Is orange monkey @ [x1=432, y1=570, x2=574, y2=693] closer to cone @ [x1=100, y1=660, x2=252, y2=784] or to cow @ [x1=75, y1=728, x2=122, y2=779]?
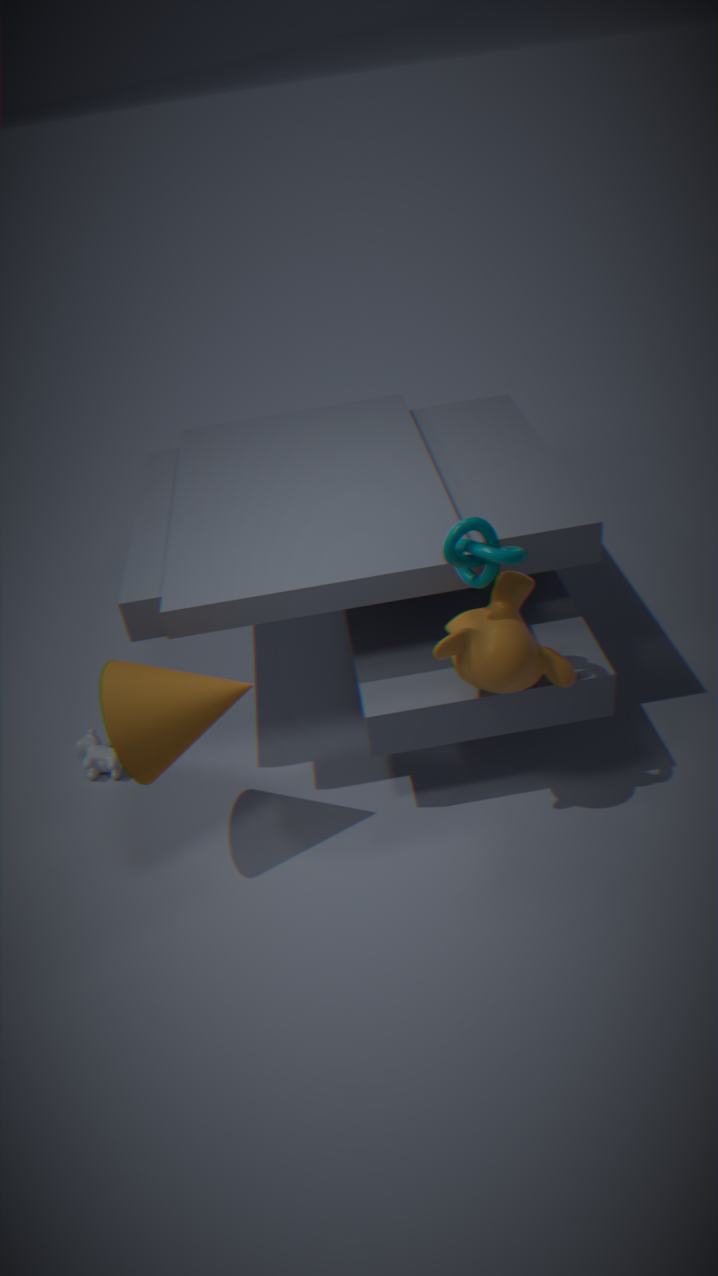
cone @ [x1=100, y1=660, x2=252, y2=784]
